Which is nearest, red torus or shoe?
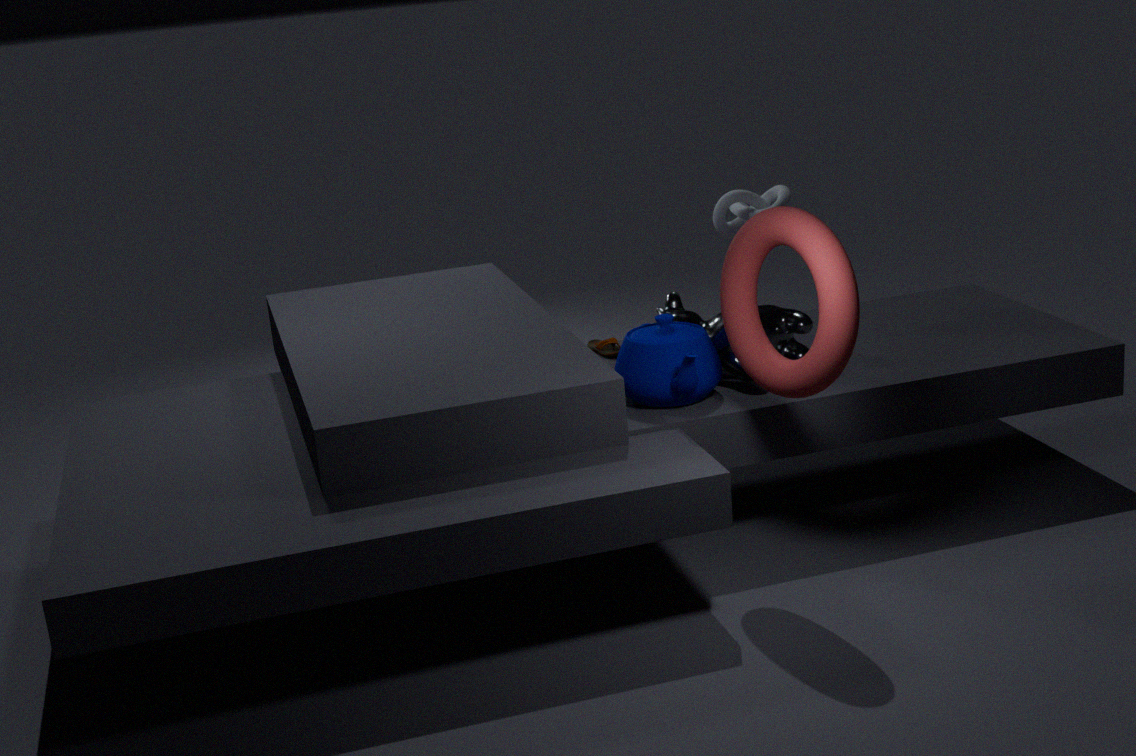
red torus
